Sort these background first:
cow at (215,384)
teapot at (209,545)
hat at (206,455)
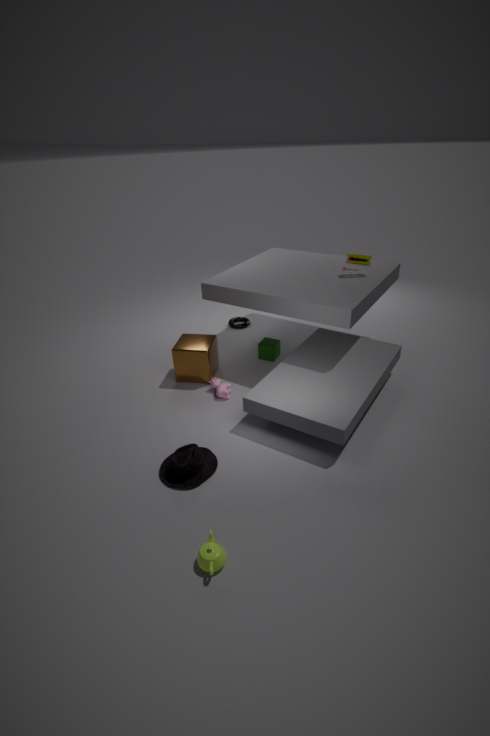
cow at (215,384) → hat at (206,455) → teapot at (209,545)
